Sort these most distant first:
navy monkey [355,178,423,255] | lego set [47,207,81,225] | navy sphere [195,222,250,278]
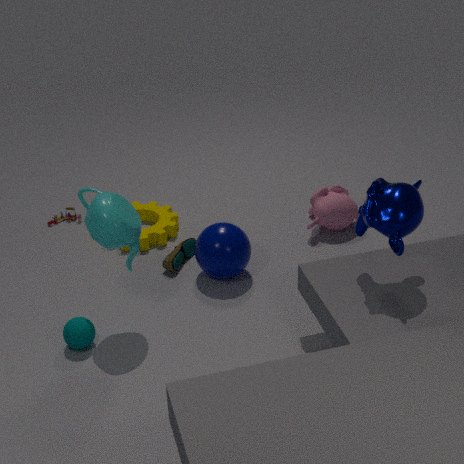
1. lego set [47,207,81,225]
2. navy sphere [195,222,250,278]
3. navy monkey [355,178,423,255]
